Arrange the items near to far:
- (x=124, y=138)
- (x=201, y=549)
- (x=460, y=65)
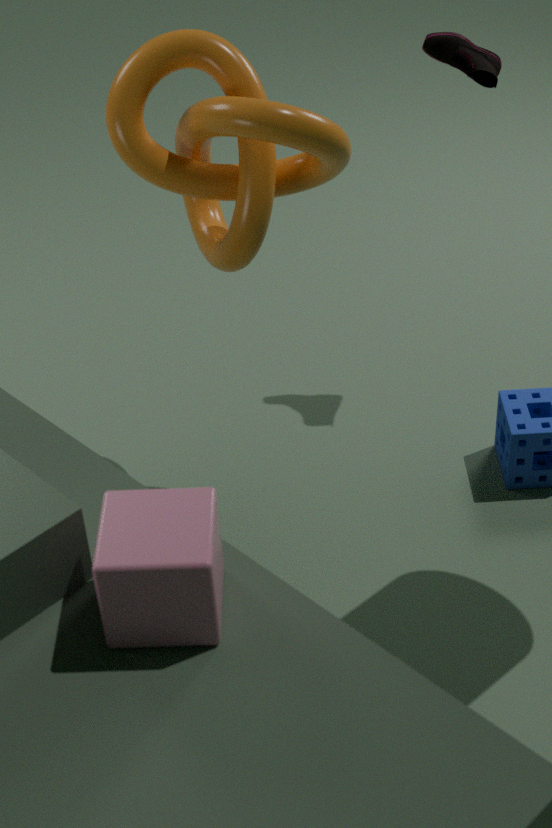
(x=201, y=549) < (x=124, y=138) < (x=460, y=65)
